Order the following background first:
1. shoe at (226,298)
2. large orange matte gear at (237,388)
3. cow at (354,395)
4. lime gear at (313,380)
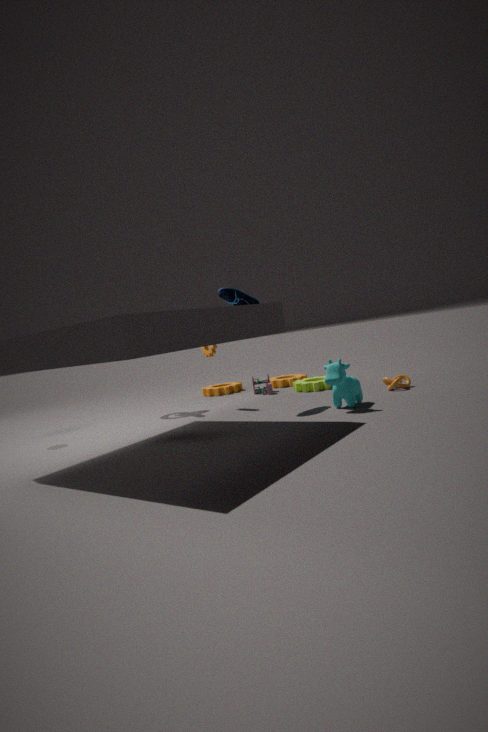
large orange matte gear at (237,388) < lime gear at (313,380) < shoe at (226,298) < cow at (354,395)
